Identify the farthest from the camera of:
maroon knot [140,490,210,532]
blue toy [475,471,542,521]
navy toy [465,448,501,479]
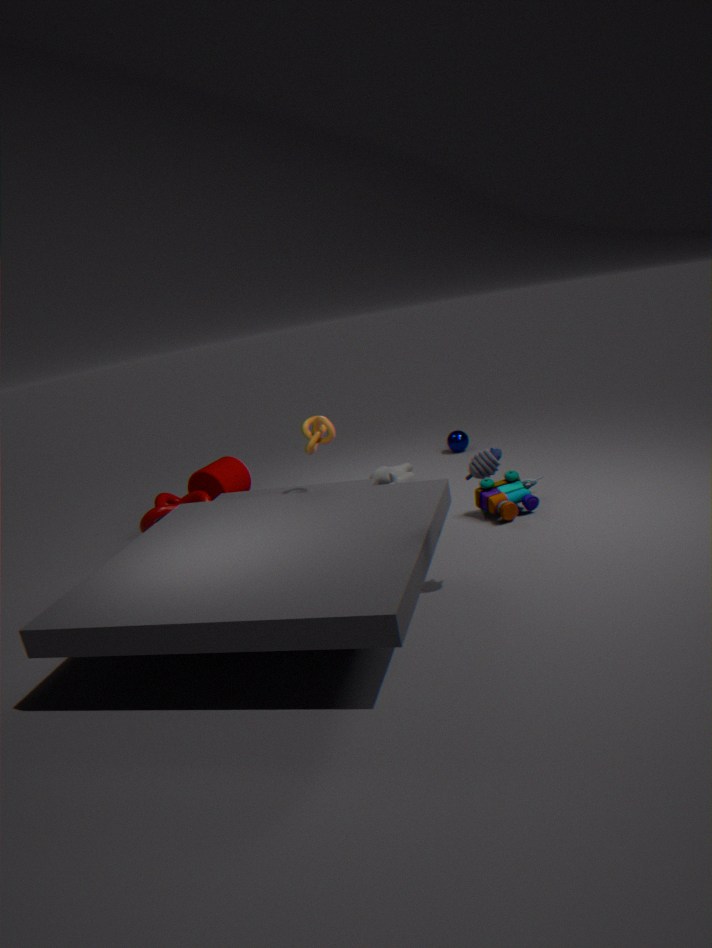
maroon knot [140,490,210,532]
